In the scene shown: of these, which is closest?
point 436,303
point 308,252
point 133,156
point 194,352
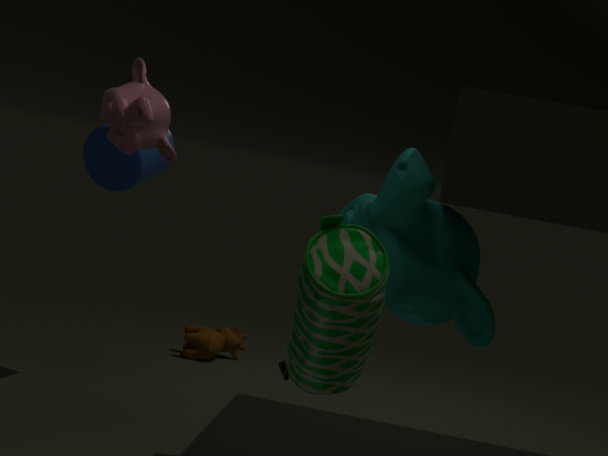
point 308,252
